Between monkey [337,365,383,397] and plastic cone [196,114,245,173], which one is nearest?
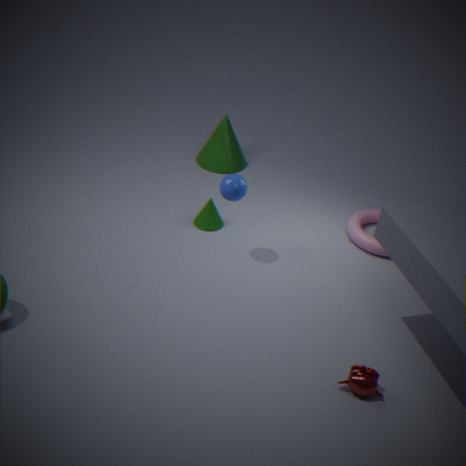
monkey [337,365,383,397]
